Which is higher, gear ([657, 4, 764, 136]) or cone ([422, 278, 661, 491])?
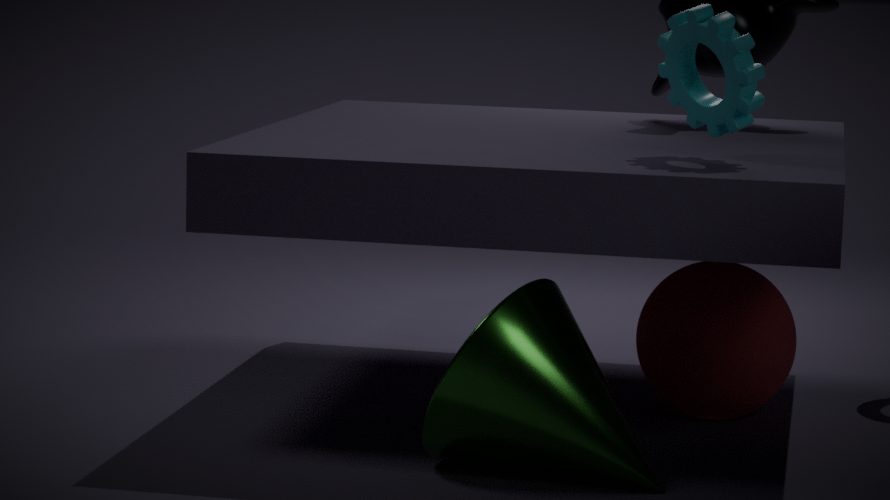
gear ([657, 4, 764, 136])
